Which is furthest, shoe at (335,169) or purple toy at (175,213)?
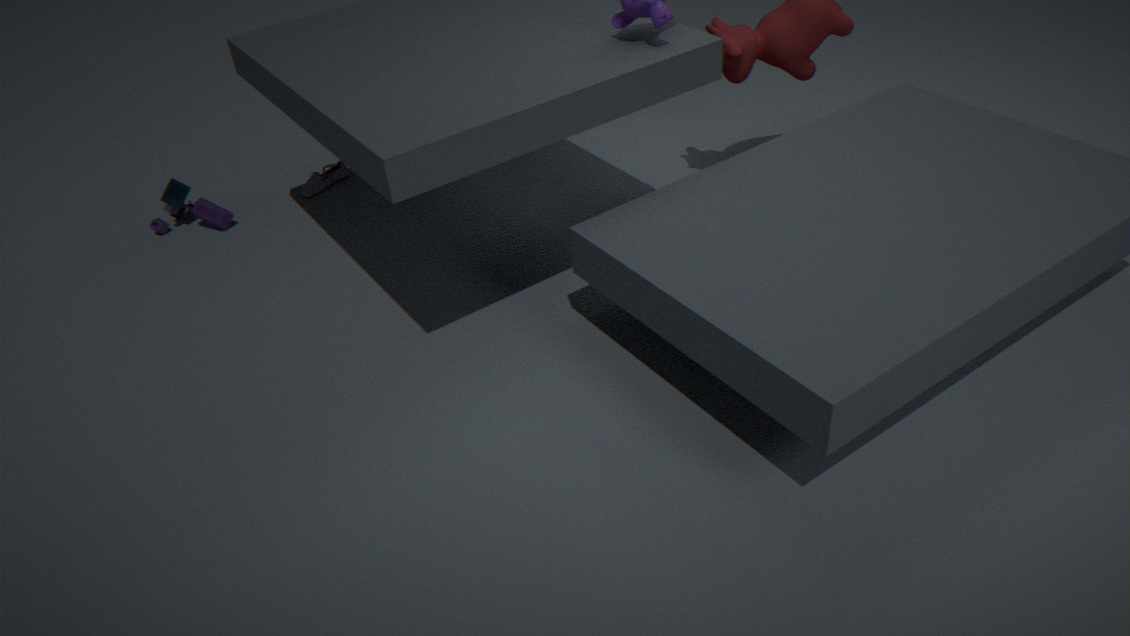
shoe at (335,169)
